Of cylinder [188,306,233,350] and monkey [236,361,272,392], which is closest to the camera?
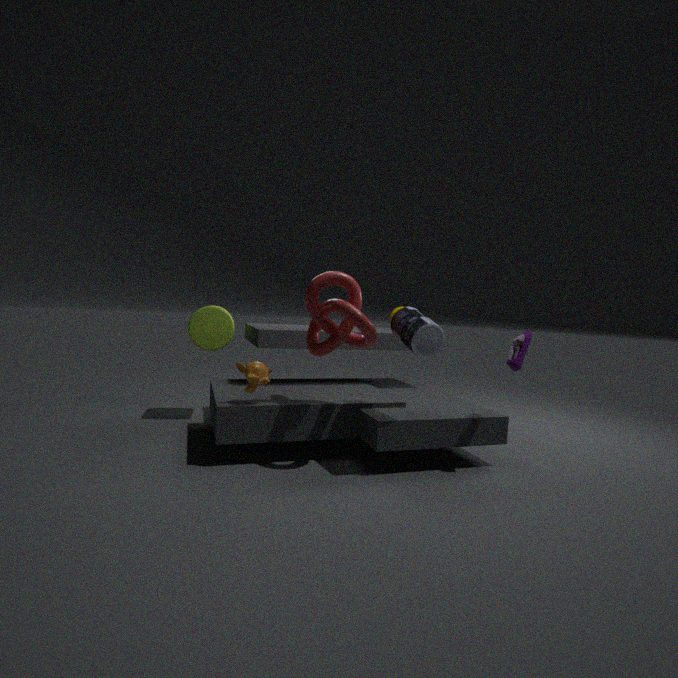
monkey [236,361,272,392]
